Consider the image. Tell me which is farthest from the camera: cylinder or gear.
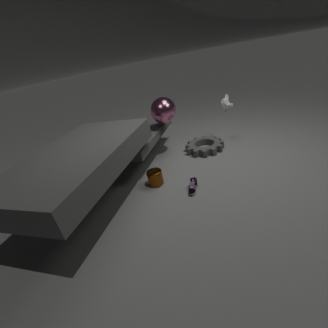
gear
